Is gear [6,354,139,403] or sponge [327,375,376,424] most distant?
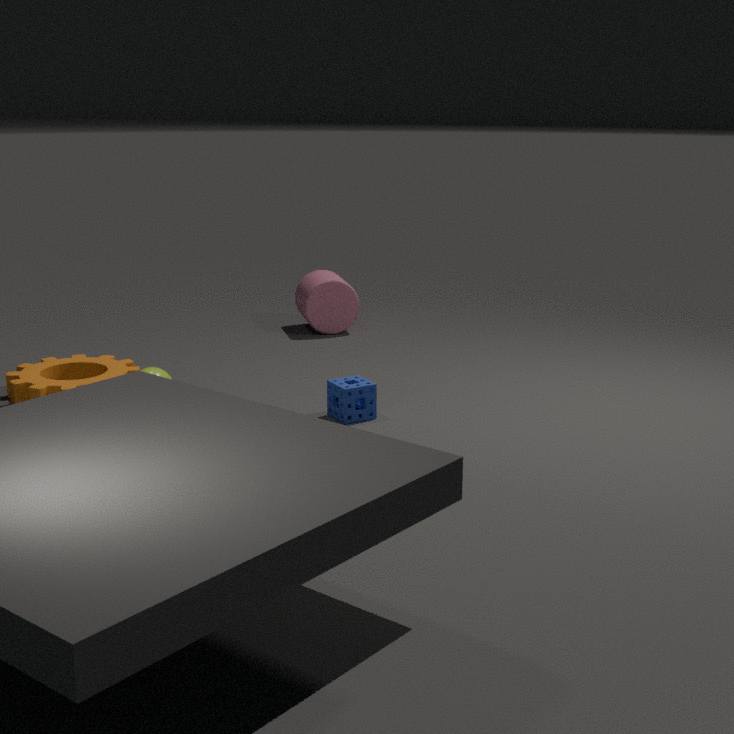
sponge [327,375,376,424]
